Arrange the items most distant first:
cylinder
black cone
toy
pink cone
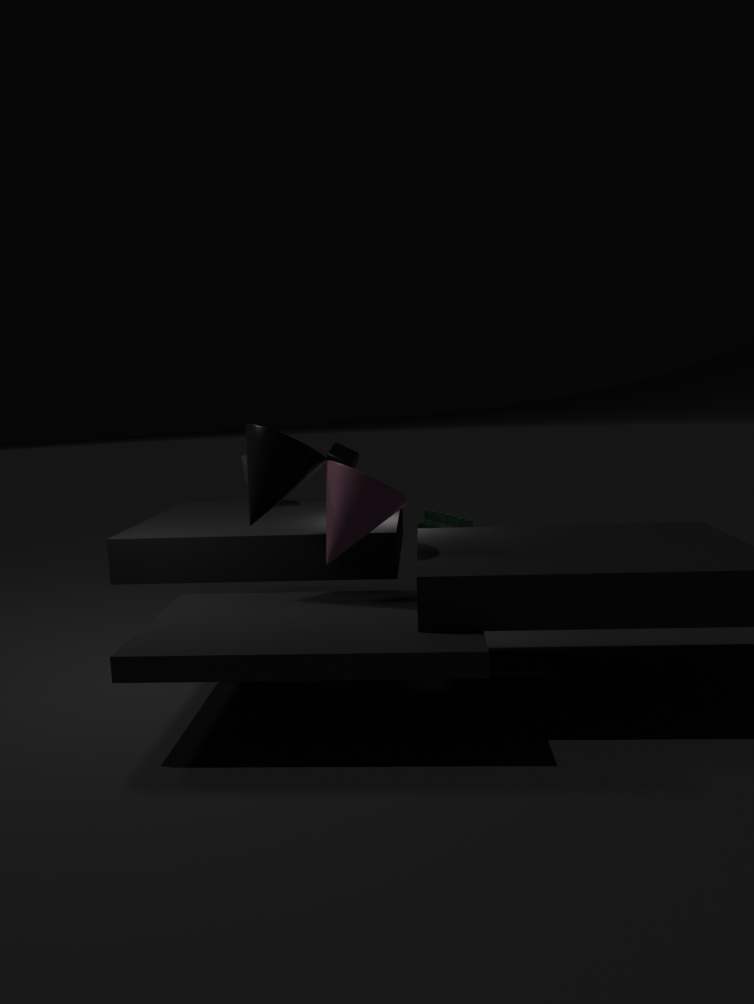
cylinder < toy < black cone < pink cone
